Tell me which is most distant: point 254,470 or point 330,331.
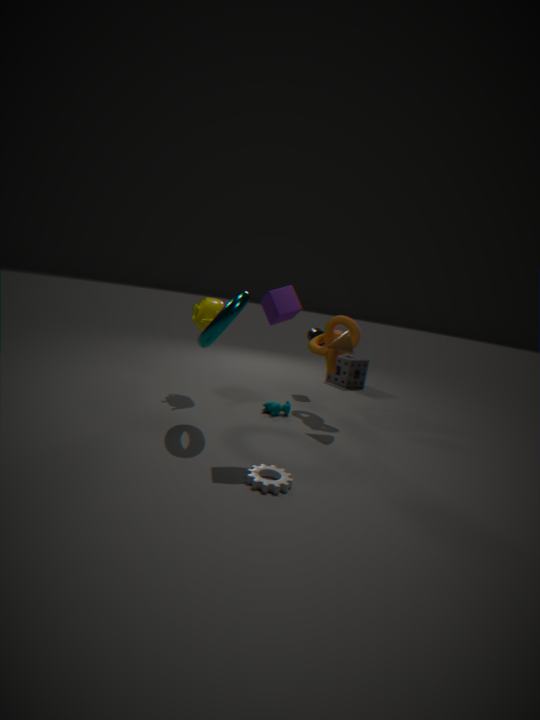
point 330,331
